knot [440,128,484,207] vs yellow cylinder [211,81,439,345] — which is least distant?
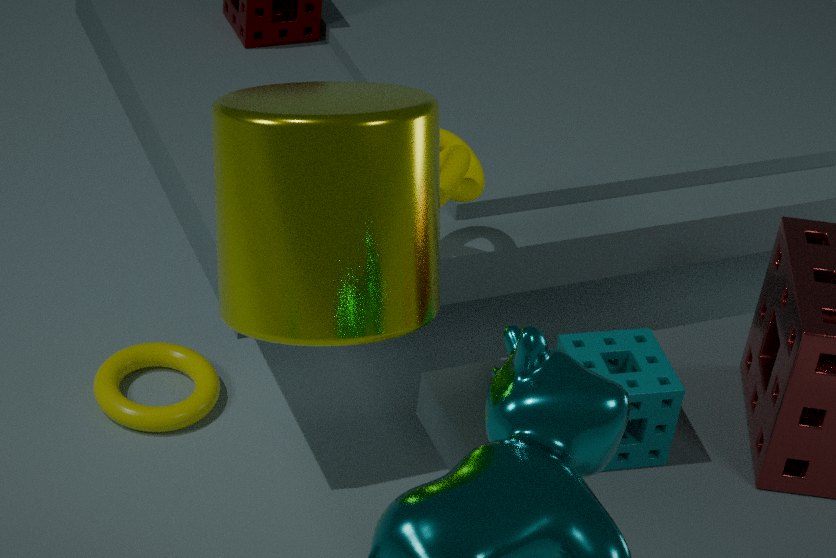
yellow cylinder [211,81,439,345]
